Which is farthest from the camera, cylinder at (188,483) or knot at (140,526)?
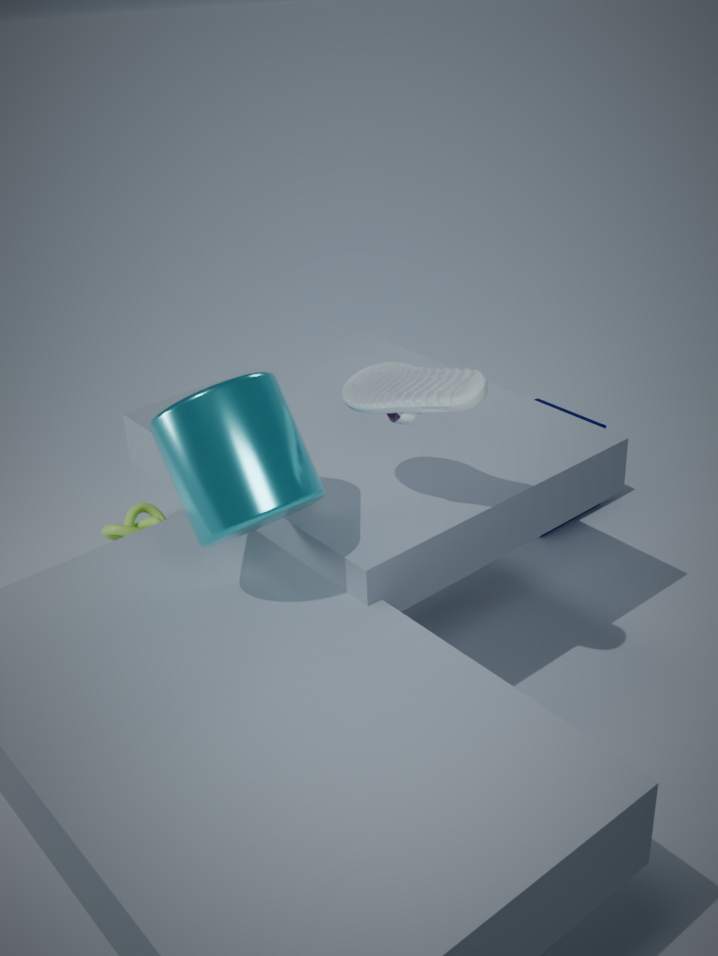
knot at (140,526)
